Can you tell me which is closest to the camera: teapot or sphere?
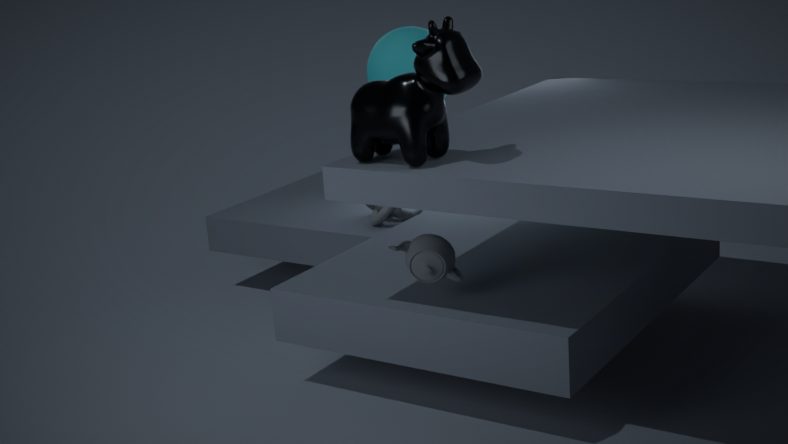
teapot
